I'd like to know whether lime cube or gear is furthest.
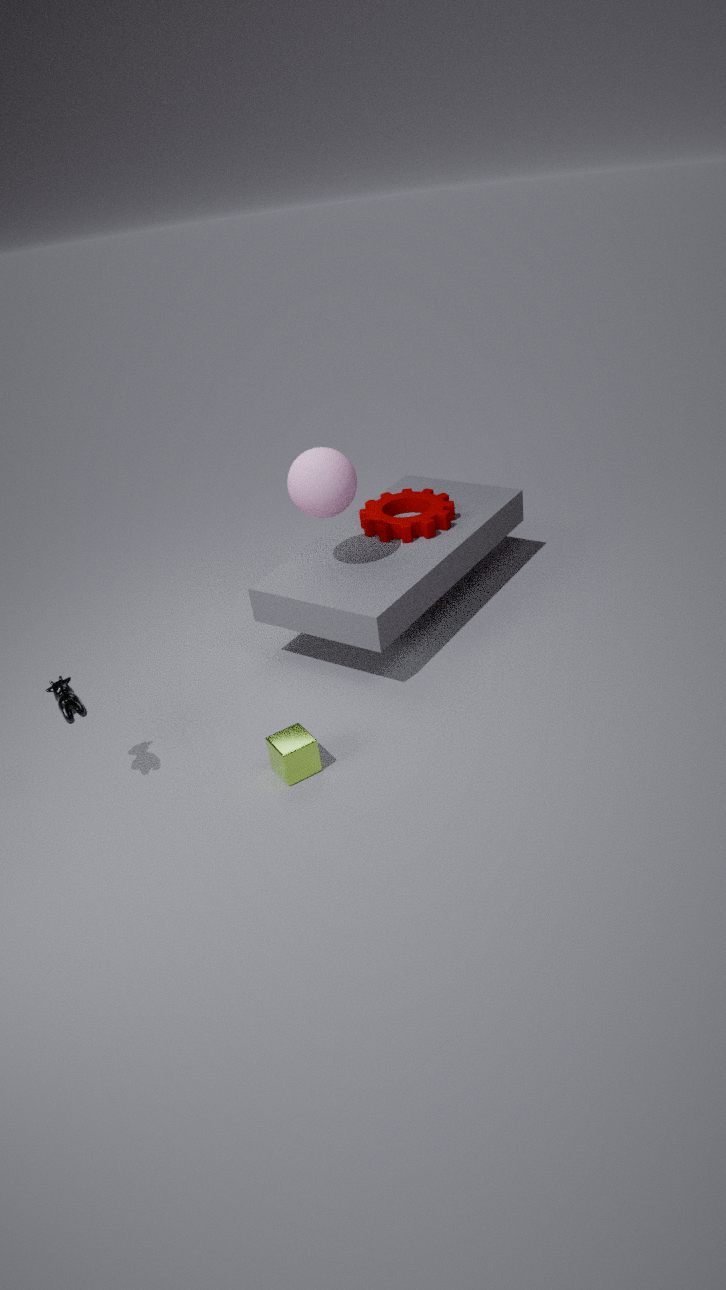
gear
